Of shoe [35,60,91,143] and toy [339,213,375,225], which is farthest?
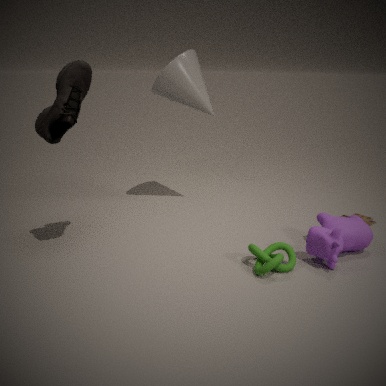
toy [339,213,375,225]
